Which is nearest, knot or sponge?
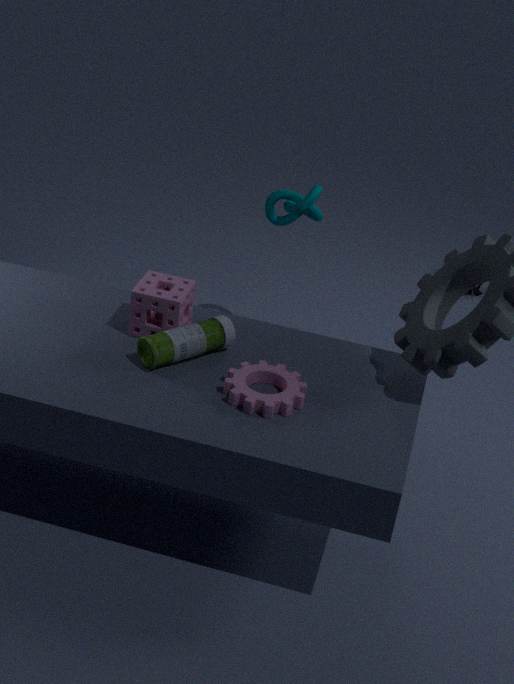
sponge
